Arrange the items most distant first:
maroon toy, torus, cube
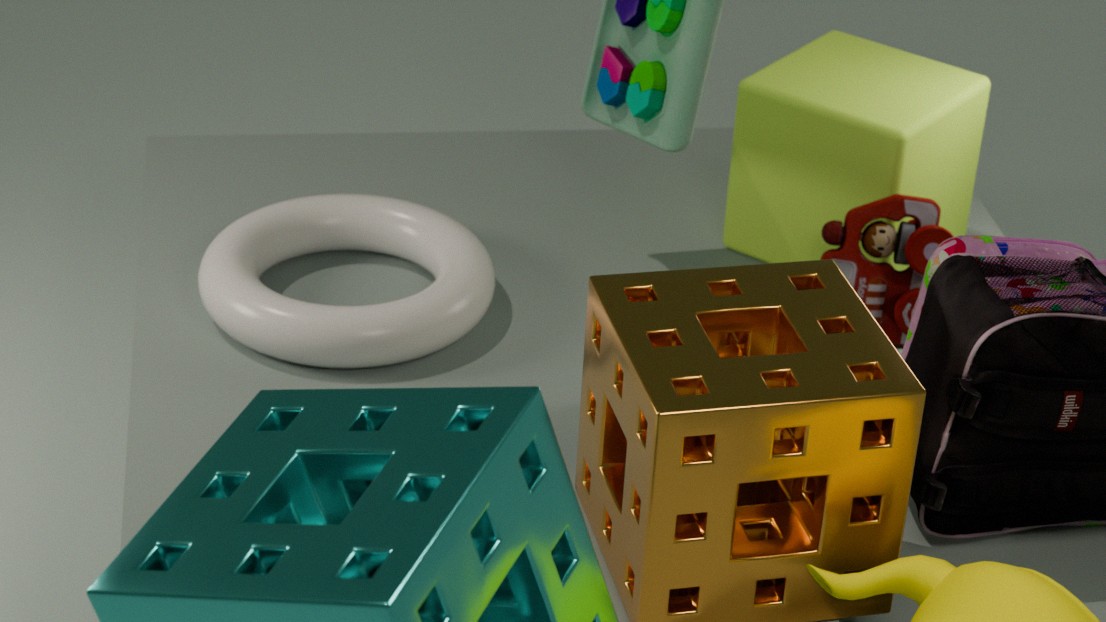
1. cube
2. maroon toy
3. torus
